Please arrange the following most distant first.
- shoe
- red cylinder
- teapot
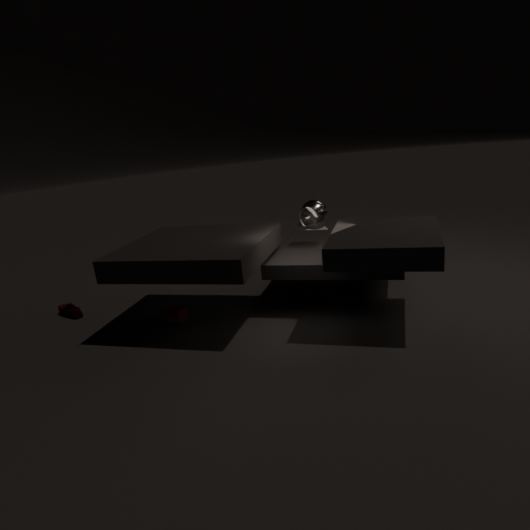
shoe < teapot < red cylinder
